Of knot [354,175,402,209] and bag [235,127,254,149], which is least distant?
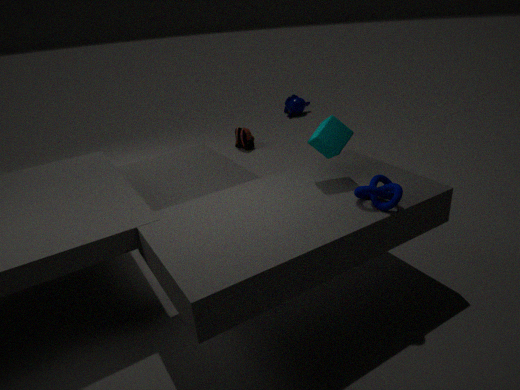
knot [354,175,402,209]
